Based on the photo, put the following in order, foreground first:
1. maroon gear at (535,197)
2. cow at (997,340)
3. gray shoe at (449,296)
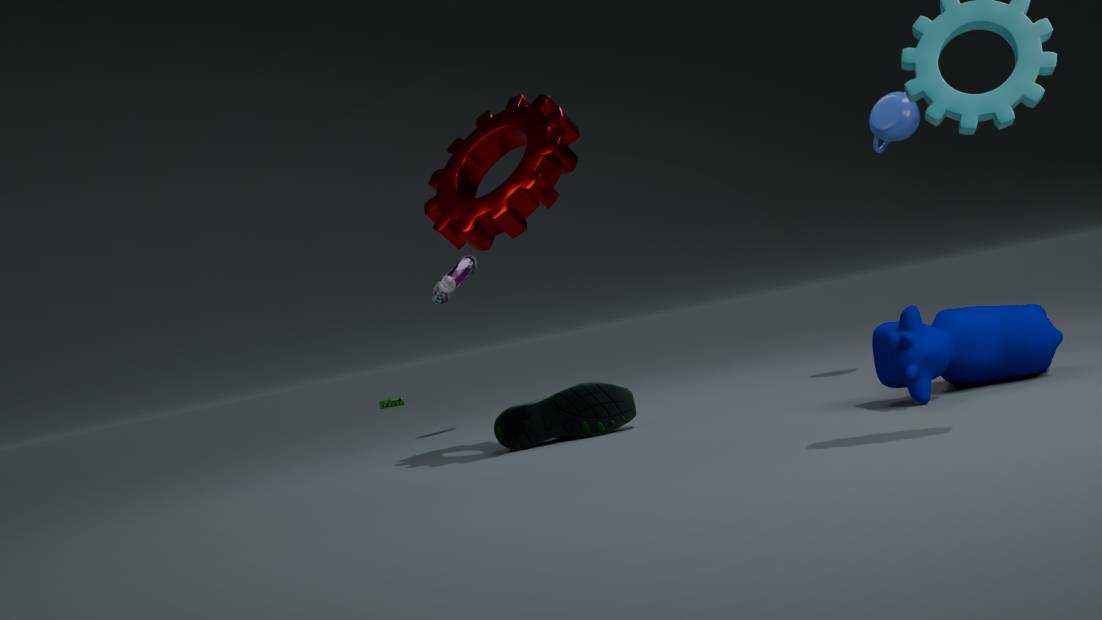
cow at (997,340) → maroon gear at (535,197) → gray shoe at (449,296)
